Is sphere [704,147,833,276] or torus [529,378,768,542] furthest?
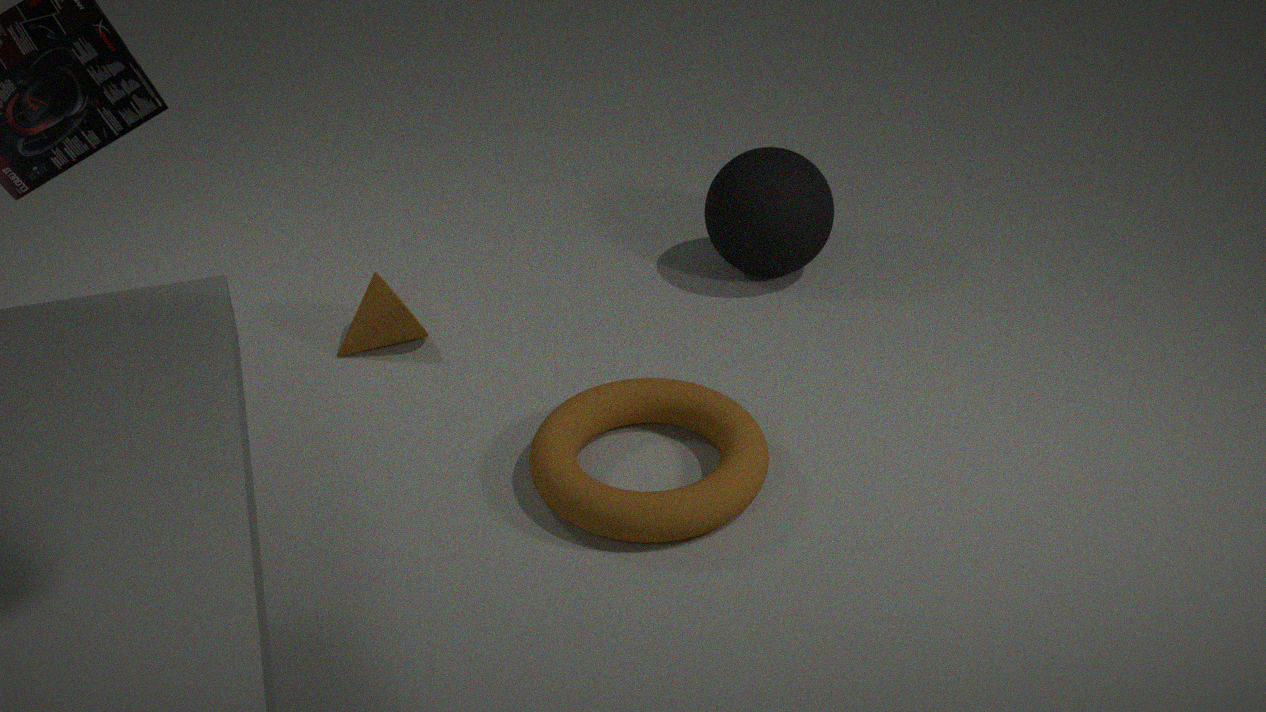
sphere [704,147,833,276]
